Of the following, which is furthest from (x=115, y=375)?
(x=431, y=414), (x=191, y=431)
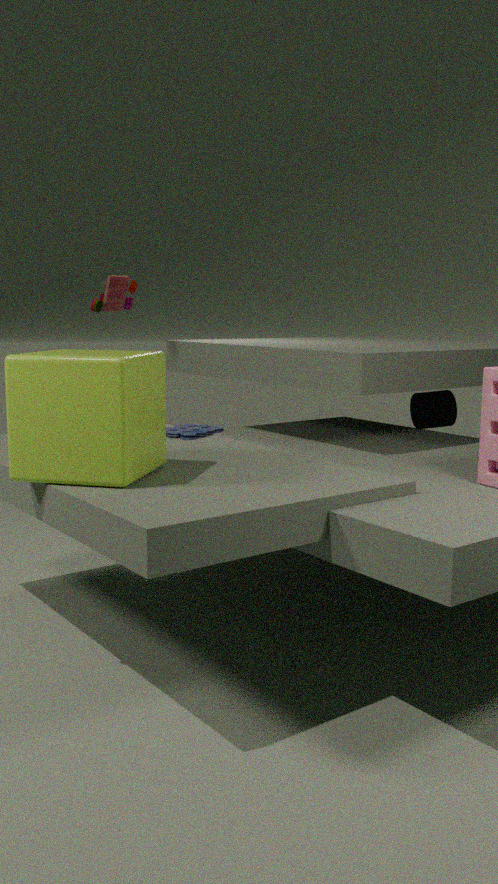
(x=431, y=414)
